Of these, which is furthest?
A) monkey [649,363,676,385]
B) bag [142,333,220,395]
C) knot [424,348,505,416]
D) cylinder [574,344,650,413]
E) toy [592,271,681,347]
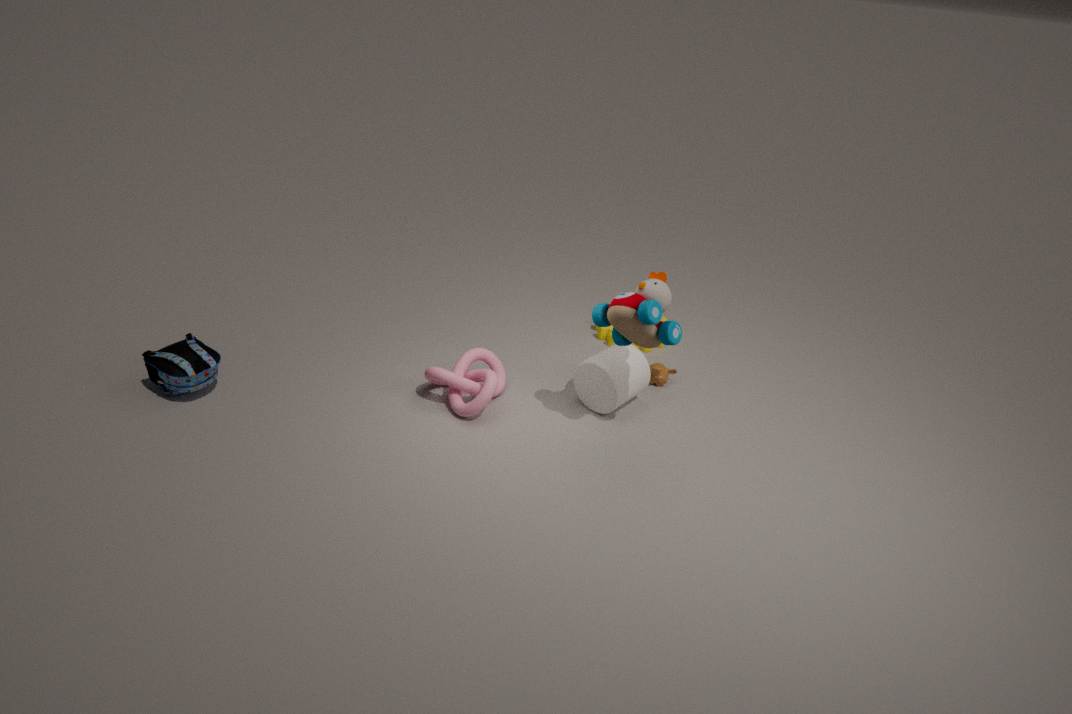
monkey [649,363,676,385]
